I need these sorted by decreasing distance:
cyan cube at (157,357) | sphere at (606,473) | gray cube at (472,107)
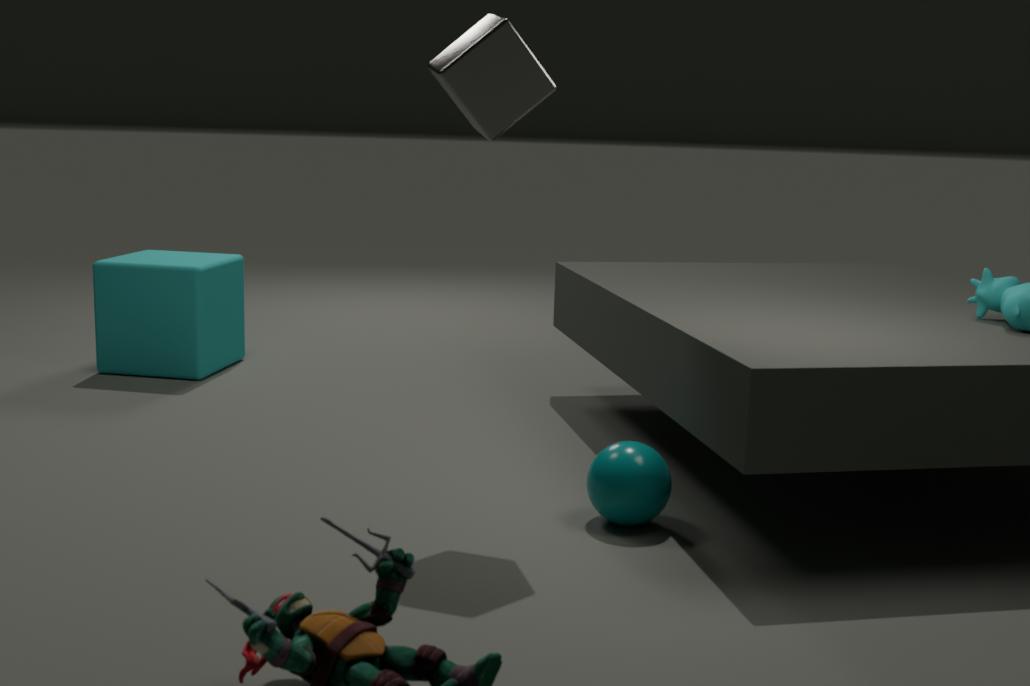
1. cyan cube at (157,357)
2. sphere at (606,473)
3. gray cube at (472,107)
